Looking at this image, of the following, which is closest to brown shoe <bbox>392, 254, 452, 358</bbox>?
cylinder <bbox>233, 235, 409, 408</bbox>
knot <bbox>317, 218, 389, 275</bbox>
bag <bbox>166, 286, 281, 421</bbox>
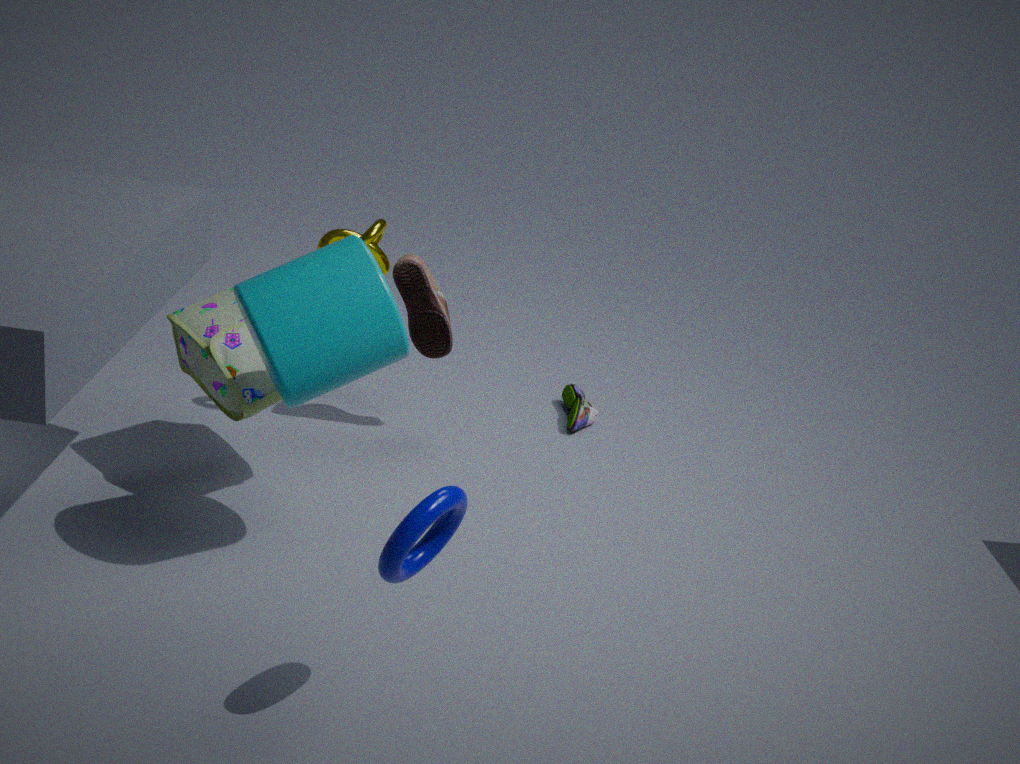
knot <bbox>317, 218, 389, 275</bbox>
